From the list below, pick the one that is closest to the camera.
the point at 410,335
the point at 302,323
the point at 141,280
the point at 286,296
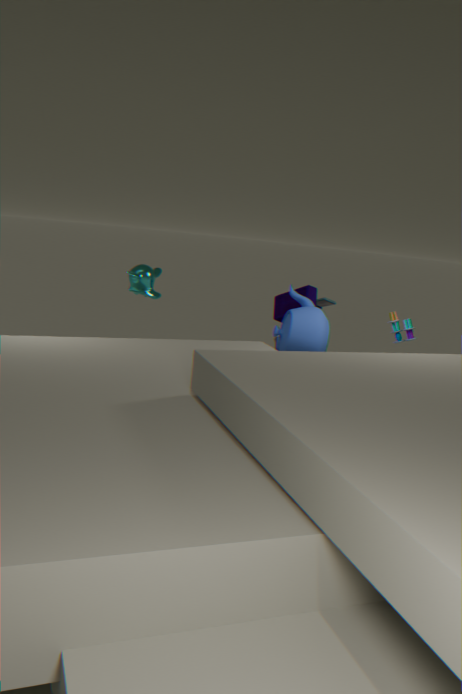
the point at 302,323
